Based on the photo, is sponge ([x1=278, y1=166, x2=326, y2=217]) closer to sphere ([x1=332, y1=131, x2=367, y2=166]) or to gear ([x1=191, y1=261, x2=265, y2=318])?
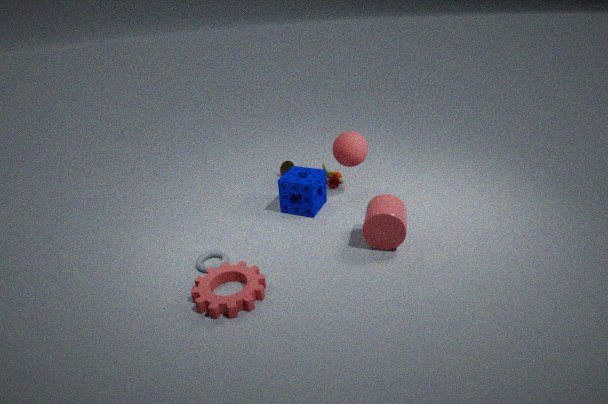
A: sphere ([x1=332, y1=131, x2=367, y2=166])
